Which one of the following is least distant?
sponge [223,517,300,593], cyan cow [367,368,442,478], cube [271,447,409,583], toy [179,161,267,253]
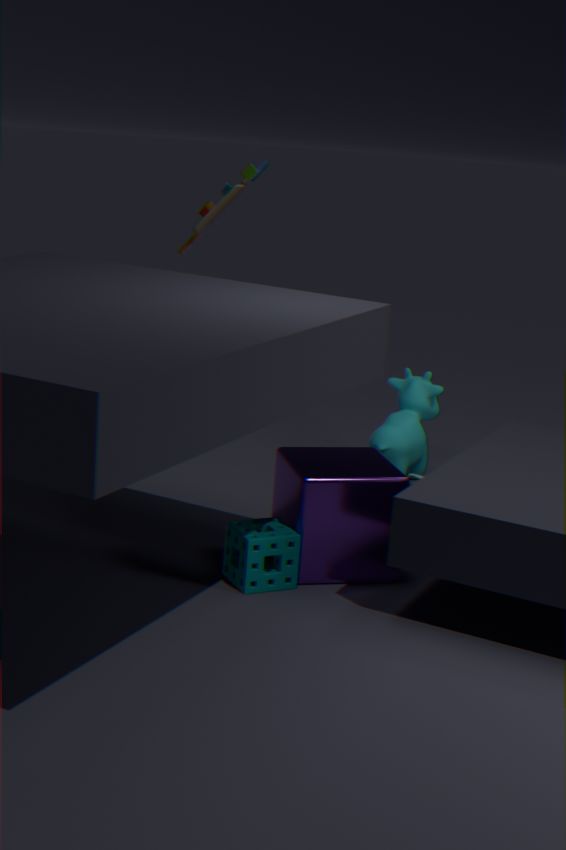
sponge [223,517,300,593]
